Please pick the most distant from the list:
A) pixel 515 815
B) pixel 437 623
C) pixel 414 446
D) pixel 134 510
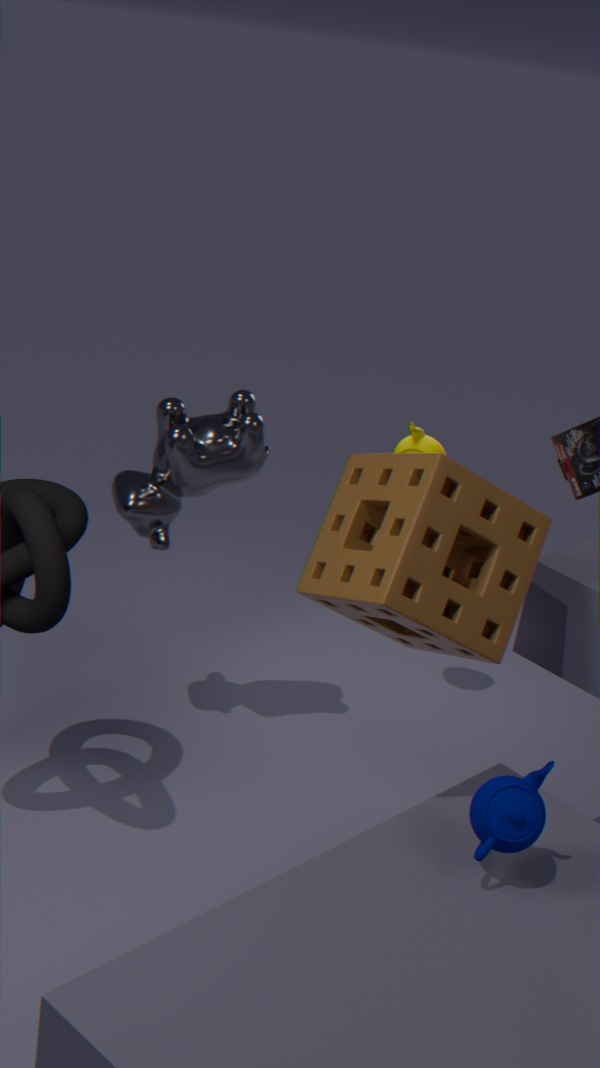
pixel 414 446
